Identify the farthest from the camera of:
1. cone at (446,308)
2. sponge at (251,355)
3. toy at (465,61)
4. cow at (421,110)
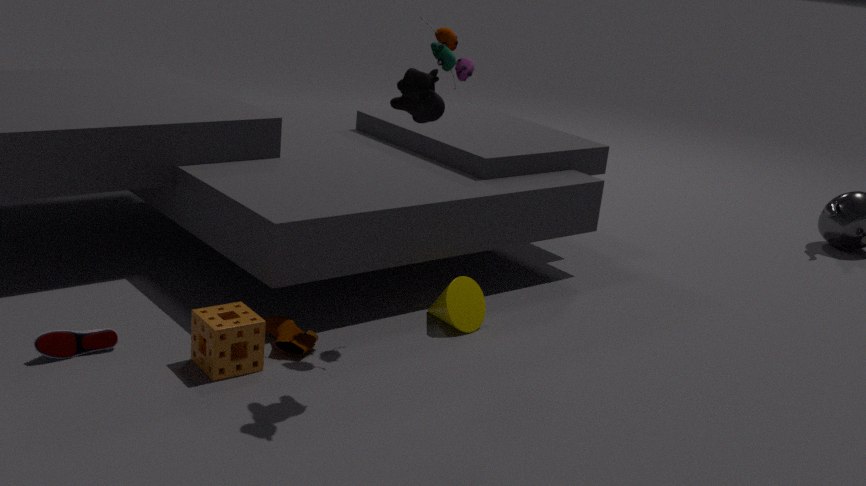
cone at (446,308)
